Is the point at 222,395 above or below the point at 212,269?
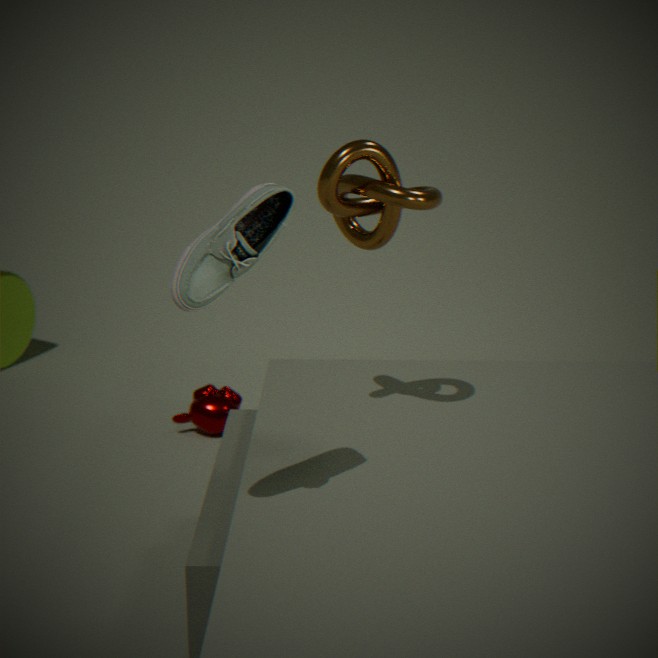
below
